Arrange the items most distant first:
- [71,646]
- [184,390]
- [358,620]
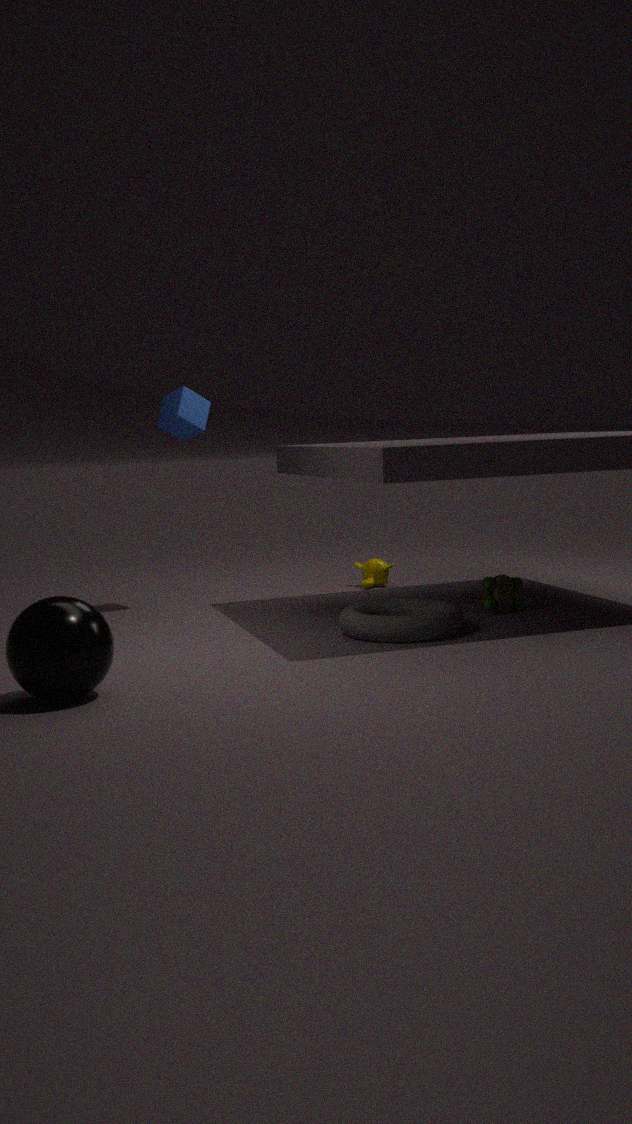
[184,390], [358,620], [71,646]
